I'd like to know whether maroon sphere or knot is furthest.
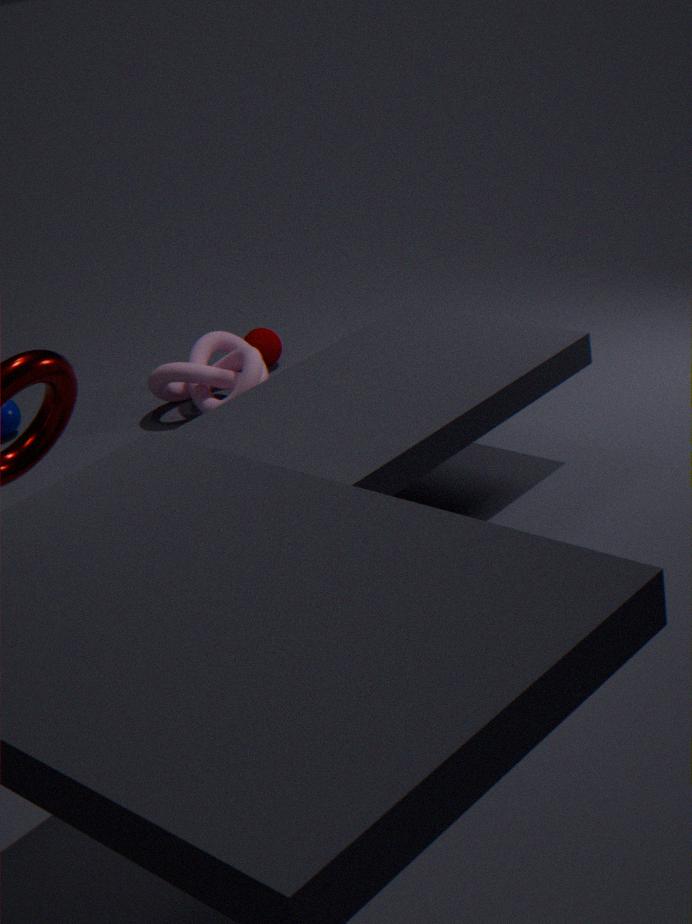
maroon sphere
